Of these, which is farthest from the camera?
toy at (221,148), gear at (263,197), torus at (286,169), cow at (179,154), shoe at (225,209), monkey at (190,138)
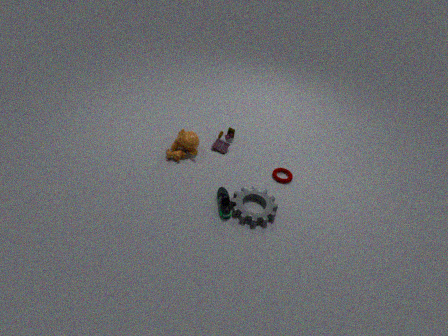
toy at (221,148)
